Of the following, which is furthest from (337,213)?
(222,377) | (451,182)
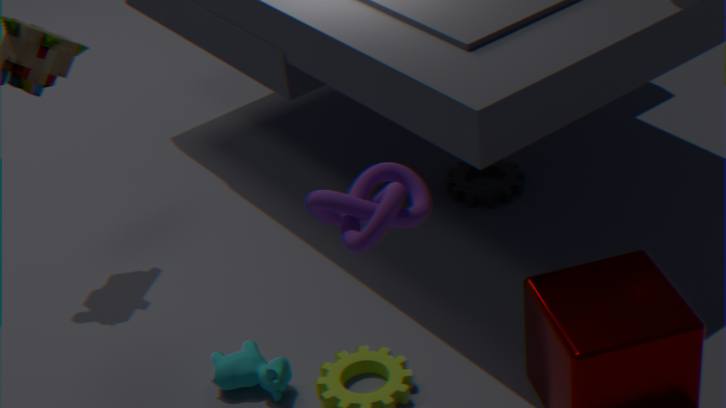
(451,182)
